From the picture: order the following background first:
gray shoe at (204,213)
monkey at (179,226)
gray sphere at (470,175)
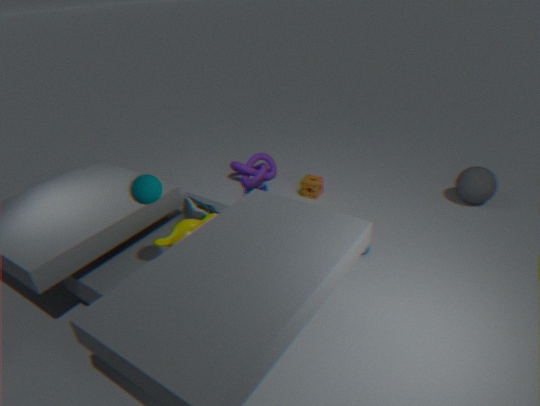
1. gray sphere at (470,175)
2. gray shoe at (204,213)
3. monkey at (179,226)
